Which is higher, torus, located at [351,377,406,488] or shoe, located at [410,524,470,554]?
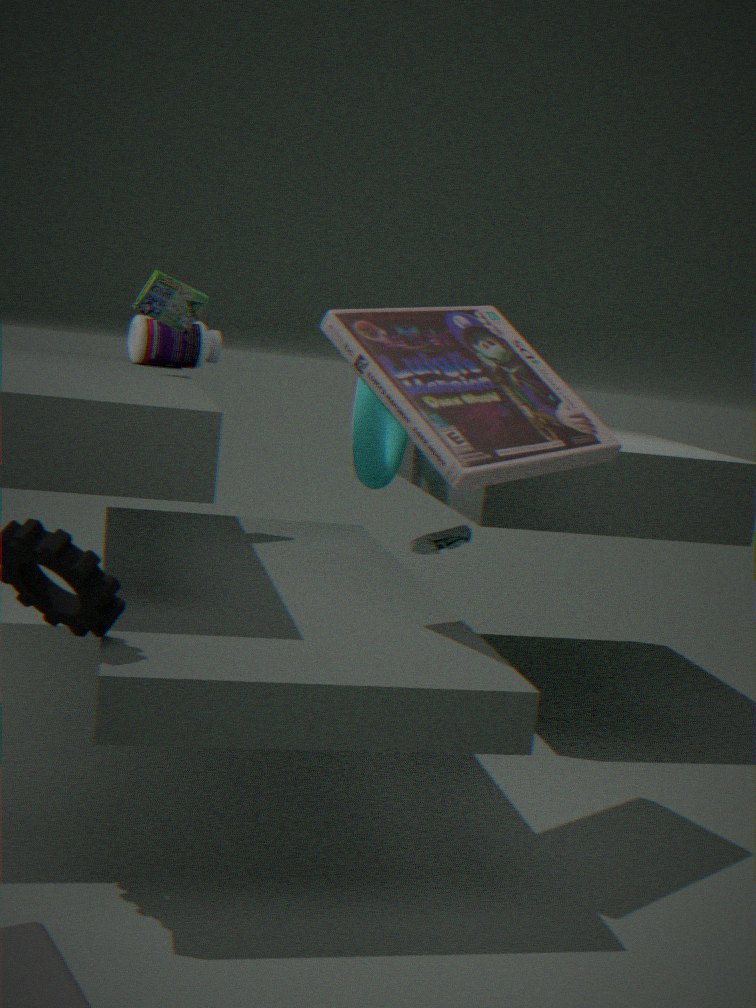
torus, located at [351,377,406,488]
